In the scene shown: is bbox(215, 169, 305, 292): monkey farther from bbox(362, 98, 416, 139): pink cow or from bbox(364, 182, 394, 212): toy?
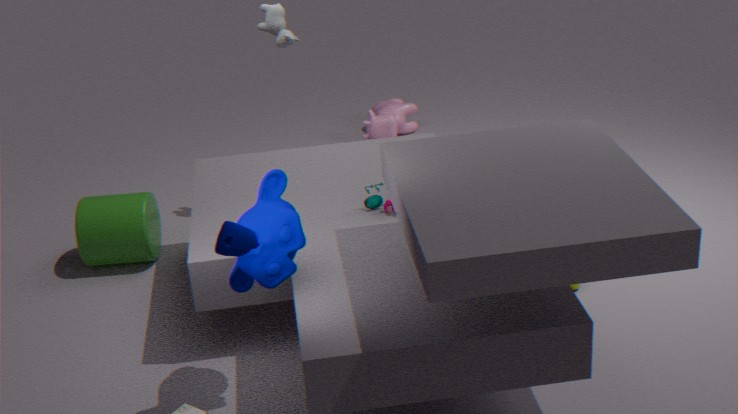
bbox(362, 98, 416, 139): pink cow
